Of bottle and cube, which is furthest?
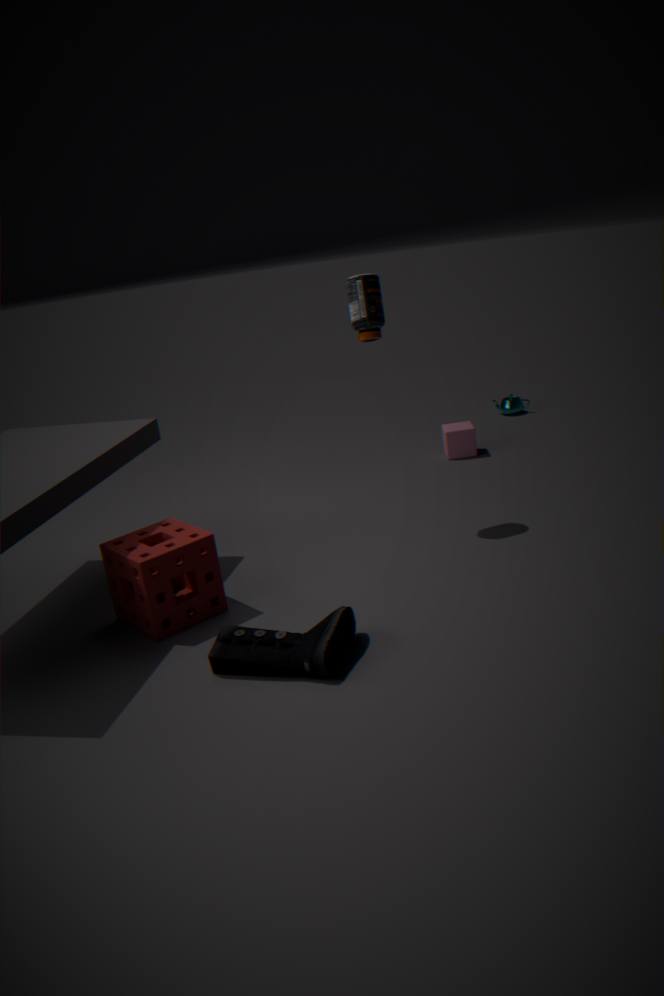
cube
